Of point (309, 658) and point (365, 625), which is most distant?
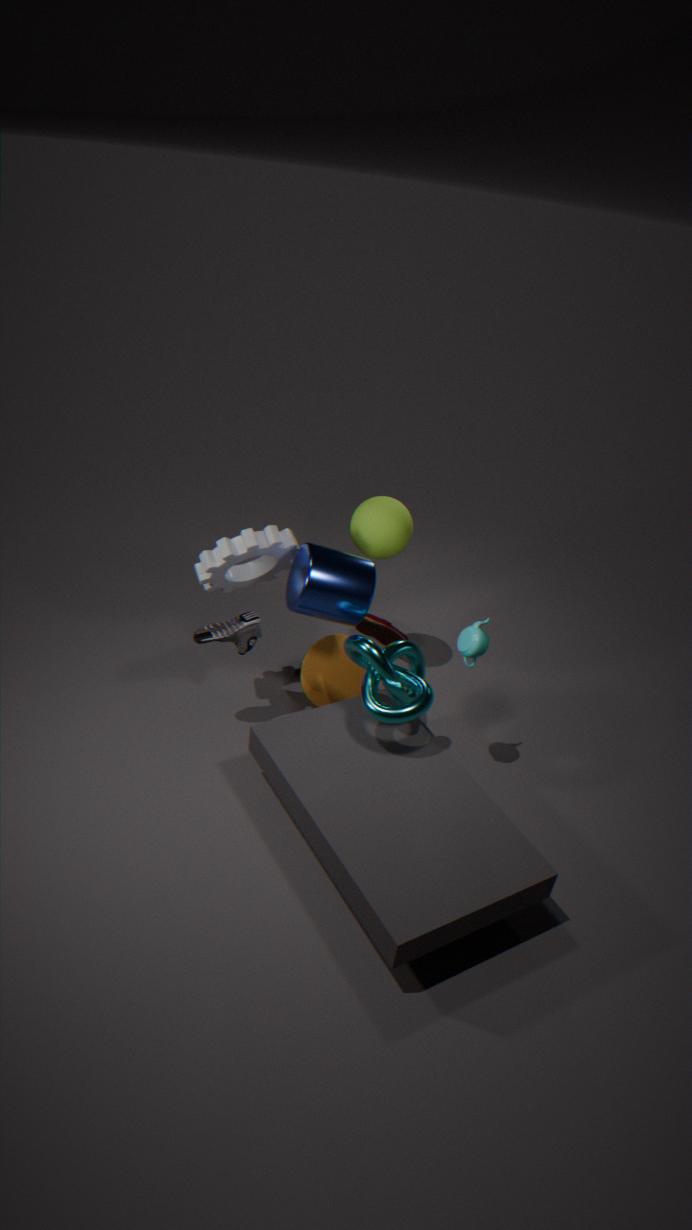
point (365, 625)
